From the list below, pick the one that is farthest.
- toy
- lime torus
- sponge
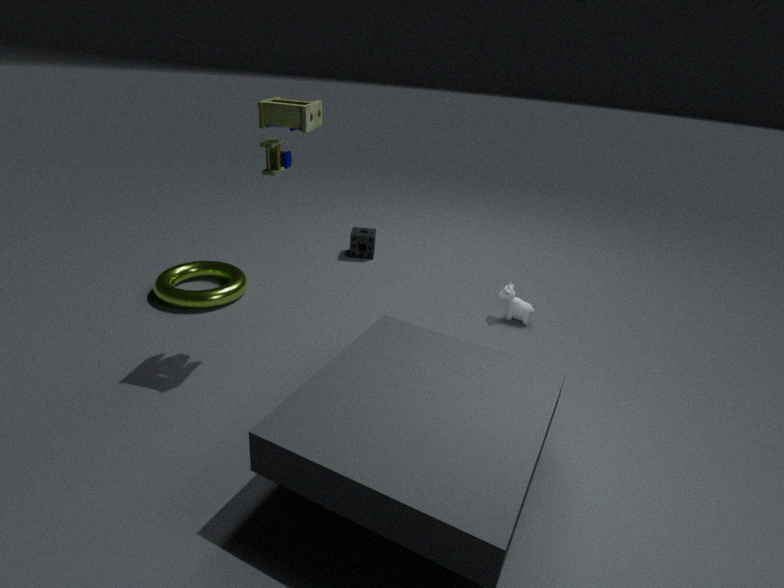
sponge
